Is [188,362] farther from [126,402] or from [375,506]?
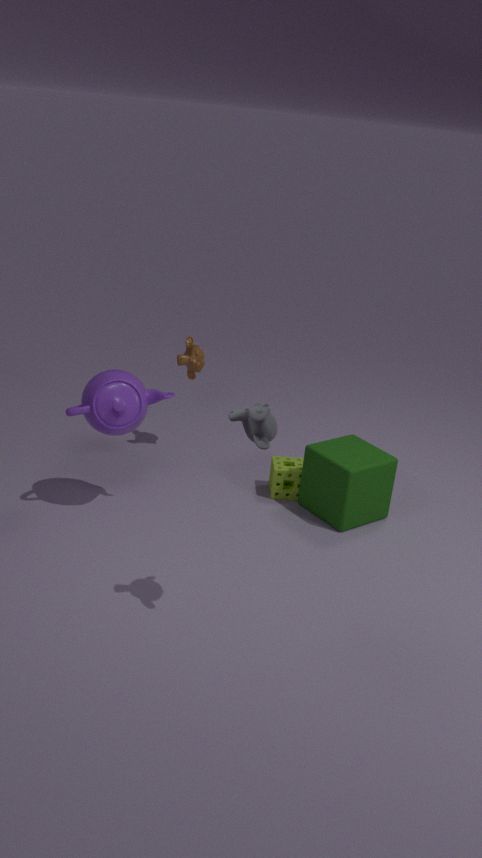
[375,506]
